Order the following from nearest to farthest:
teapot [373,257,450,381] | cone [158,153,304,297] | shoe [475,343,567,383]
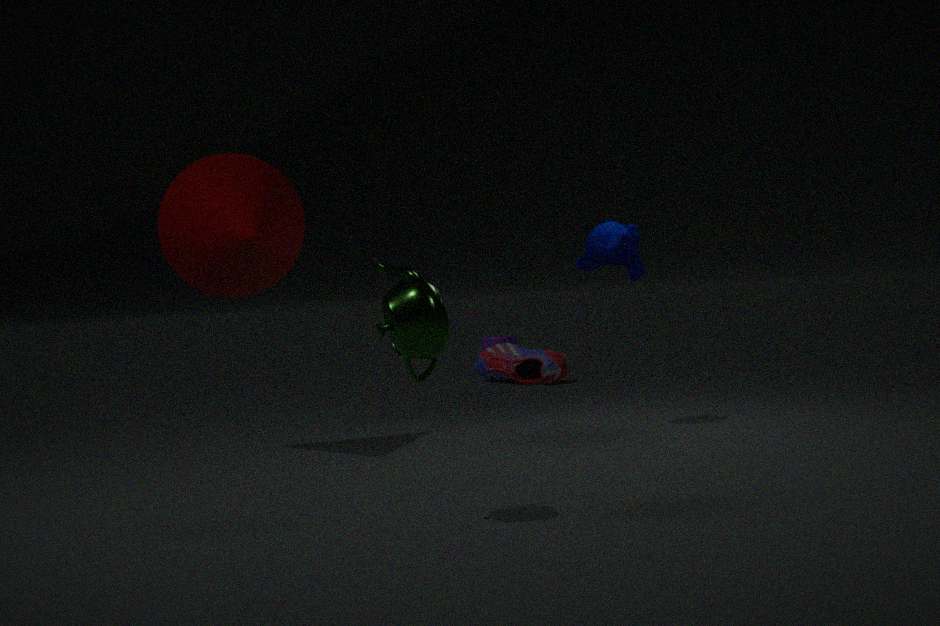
teapot [373,257,450,381]
cone [158,153,304,297]
shoe [475,343,567,383]
